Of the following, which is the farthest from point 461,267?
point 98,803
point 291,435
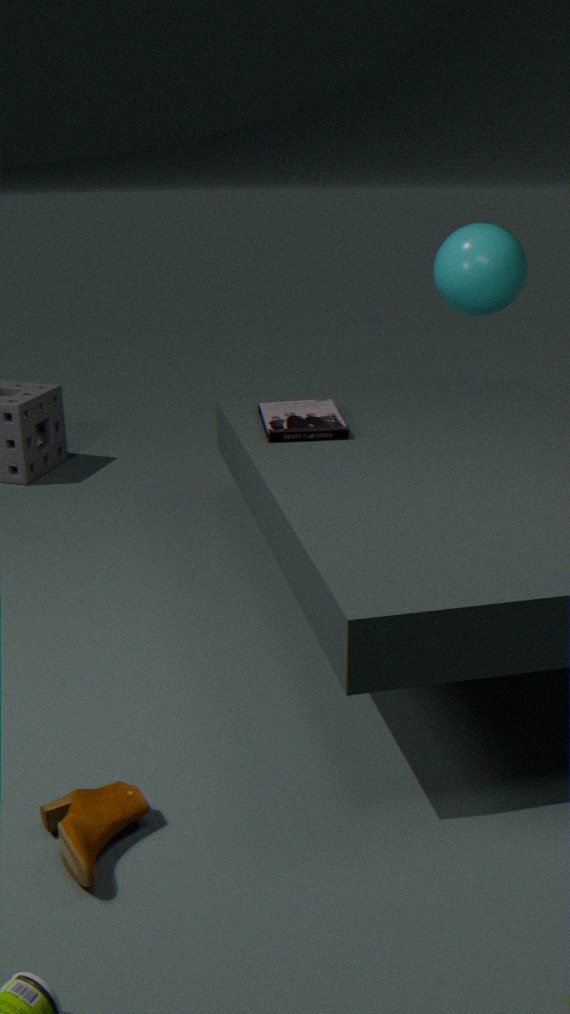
point 98,803
